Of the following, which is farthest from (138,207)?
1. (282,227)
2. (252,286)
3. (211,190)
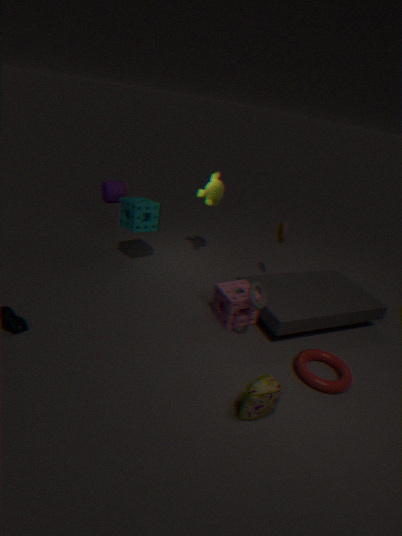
(252,286)
